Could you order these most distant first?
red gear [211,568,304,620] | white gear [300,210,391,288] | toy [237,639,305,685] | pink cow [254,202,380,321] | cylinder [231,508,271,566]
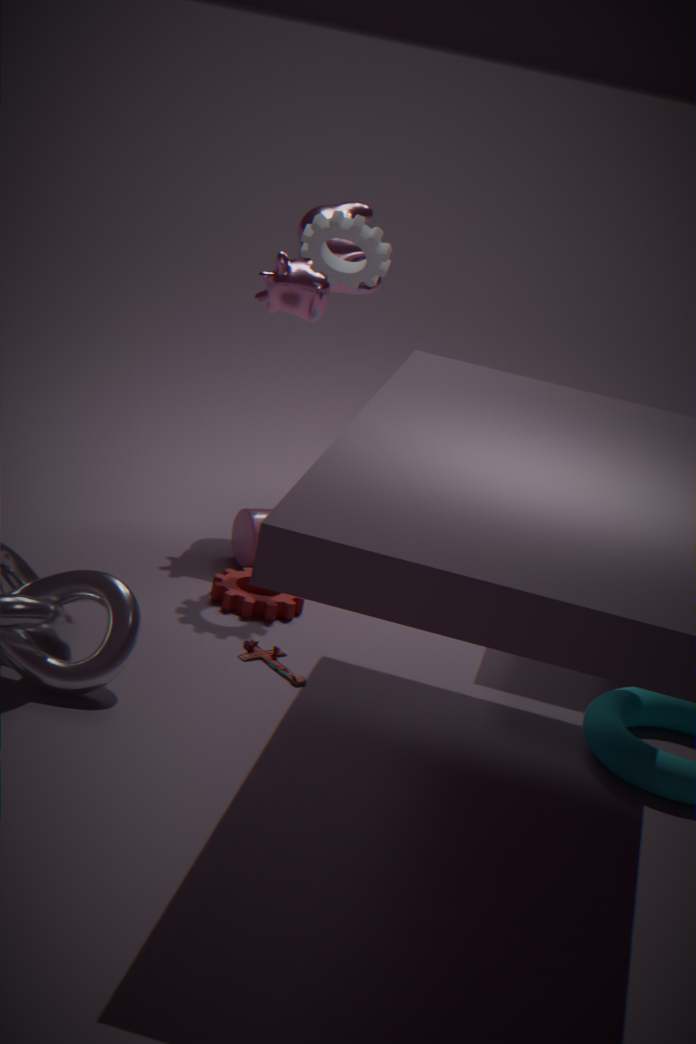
pink cow [254,202,380,321] → cylinder [231,508,271,566] → white gear [300,210,391,288] → red gear [211,568,304,620] → toy [237,639,305,685]
